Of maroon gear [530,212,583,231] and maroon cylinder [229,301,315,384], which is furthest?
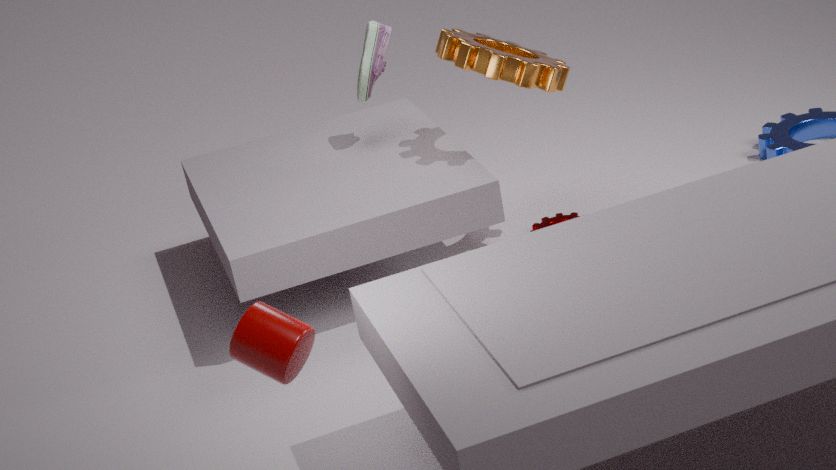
maroon gear [530,212,583,231]
